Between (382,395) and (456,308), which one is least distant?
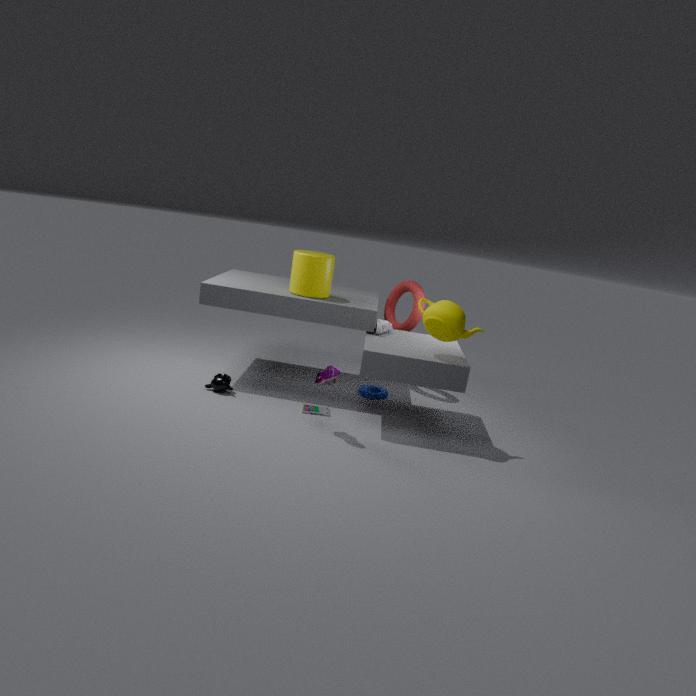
(456,308)
